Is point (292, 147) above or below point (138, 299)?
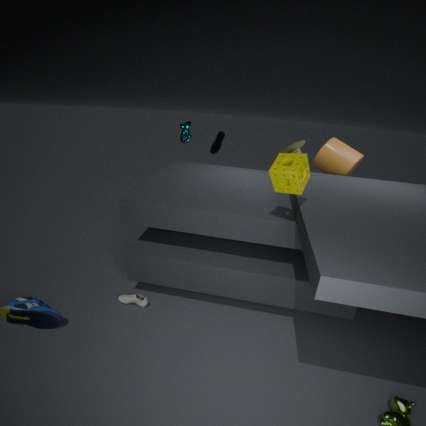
above
